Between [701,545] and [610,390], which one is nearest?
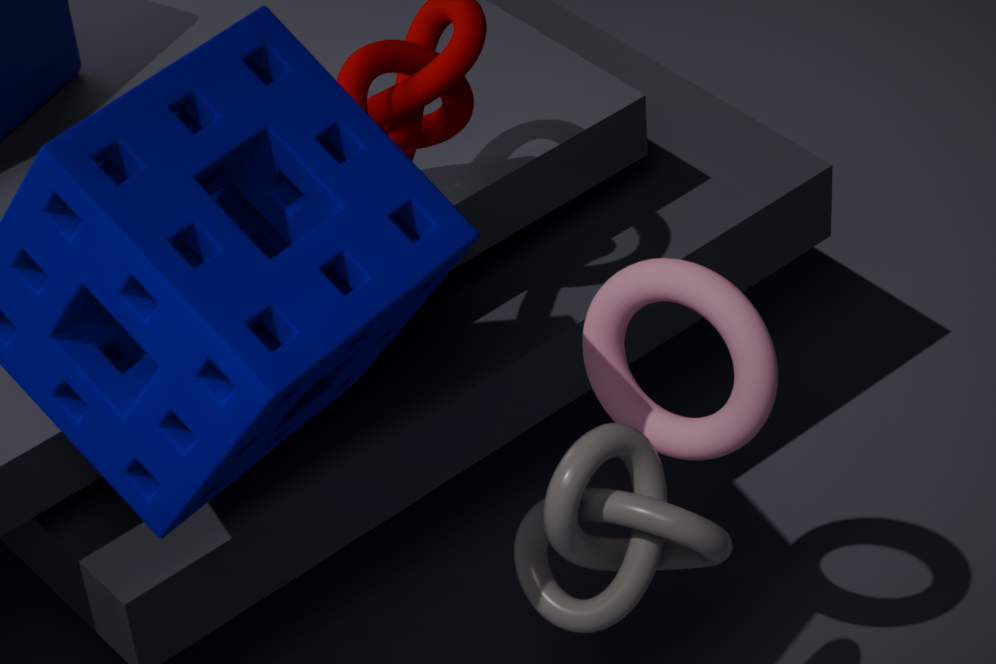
[701,545]
